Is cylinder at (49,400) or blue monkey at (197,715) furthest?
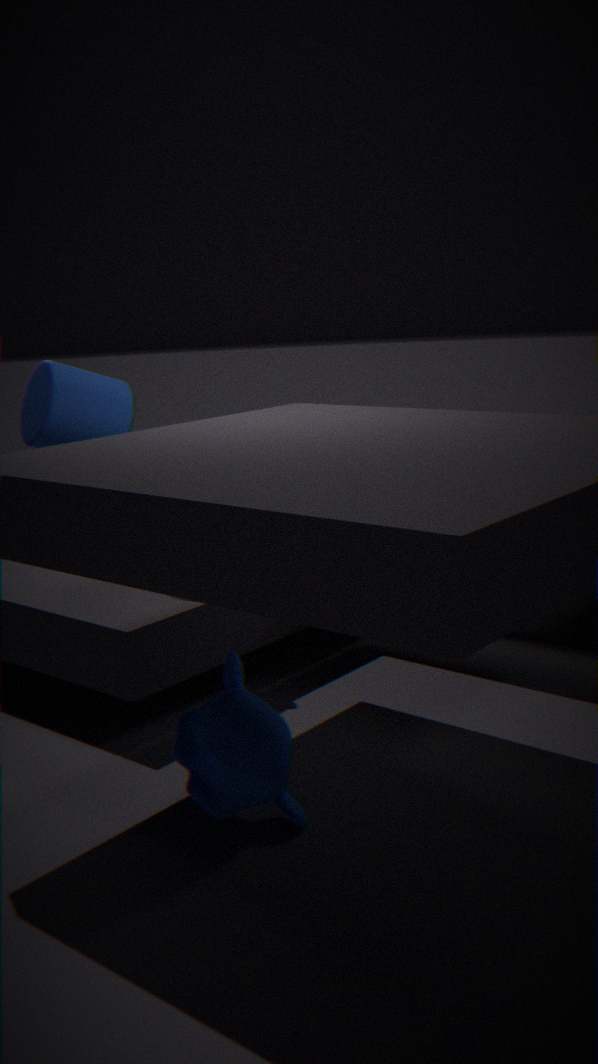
cylinder at (49,400)
